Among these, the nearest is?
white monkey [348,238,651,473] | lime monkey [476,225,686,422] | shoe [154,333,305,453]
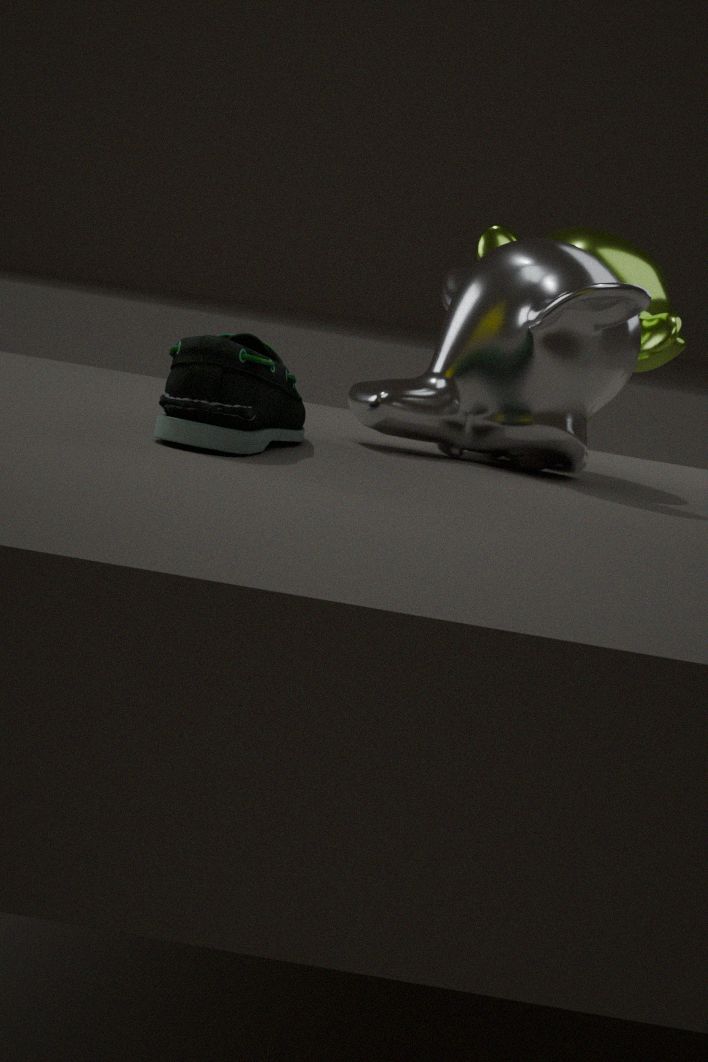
shoe [154,333,305,453]
